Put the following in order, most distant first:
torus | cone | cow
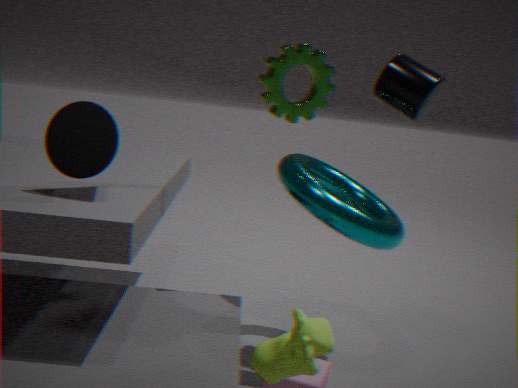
torus → cone → cow
